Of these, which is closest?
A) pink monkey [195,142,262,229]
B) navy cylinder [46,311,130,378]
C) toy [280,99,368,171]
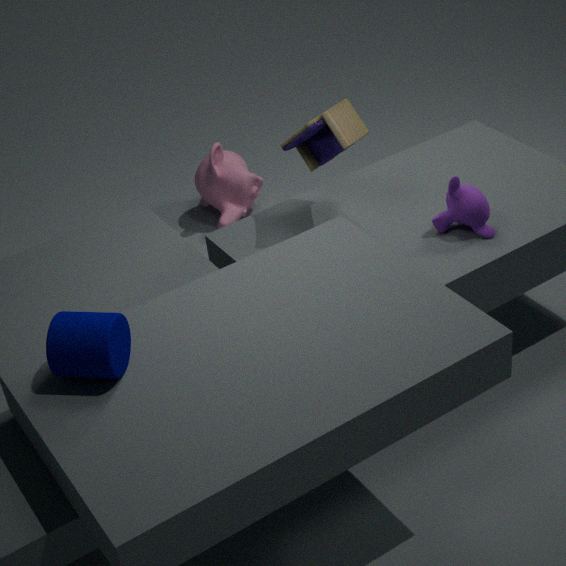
navy cylinder [46,311,130,378]
